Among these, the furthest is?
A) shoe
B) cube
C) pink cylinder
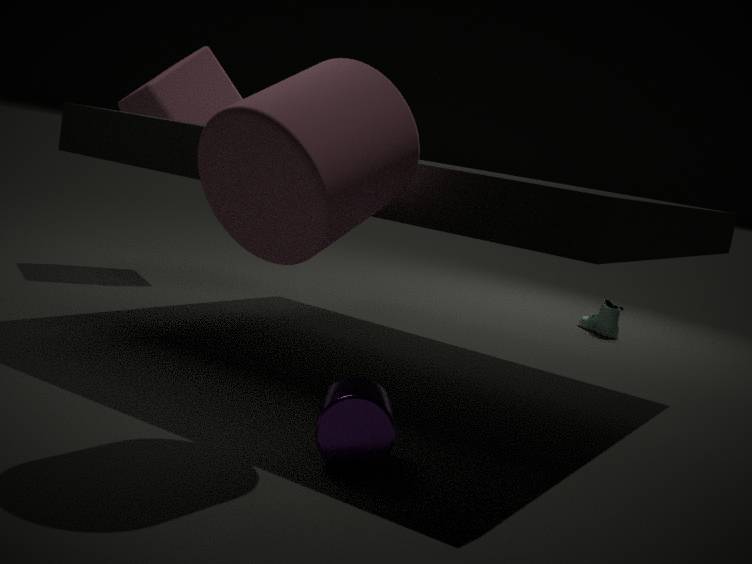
shoe
